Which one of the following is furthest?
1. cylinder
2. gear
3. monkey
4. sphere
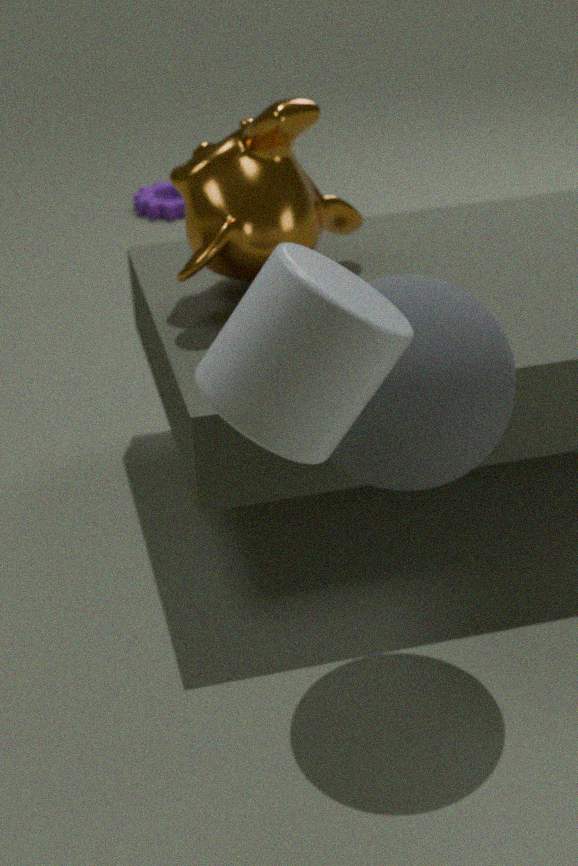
gear
